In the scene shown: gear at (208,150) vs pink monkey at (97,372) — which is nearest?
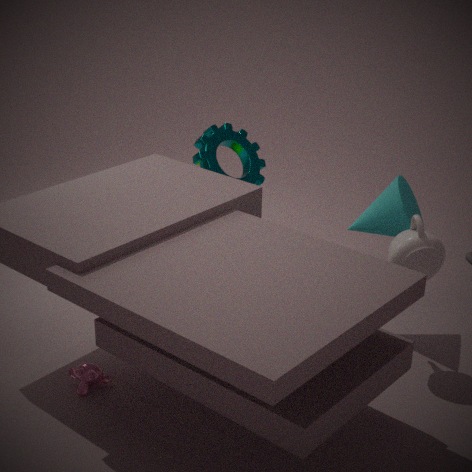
pink monkey at (97,372)
